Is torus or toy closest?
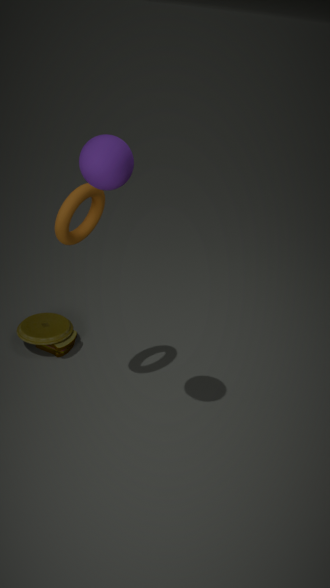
torus
